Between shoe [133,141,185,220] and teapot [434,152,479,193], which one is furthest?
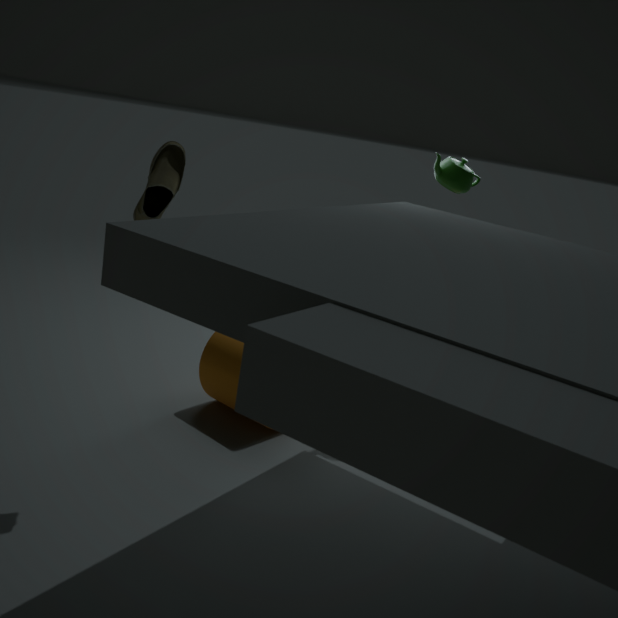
teapot [434,152,479,193]
